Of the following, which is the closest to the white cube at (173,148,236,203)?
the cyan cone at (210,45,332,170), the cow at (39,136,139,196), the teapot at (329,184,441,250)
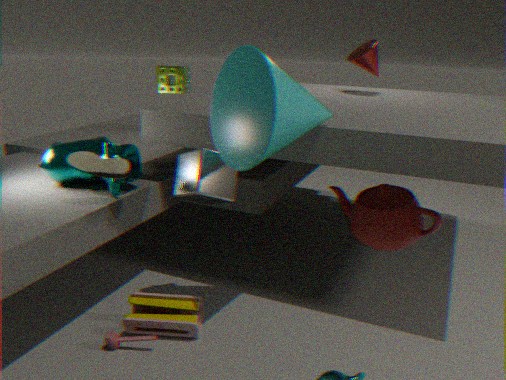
the cyan cone at (210,45,332,170)
